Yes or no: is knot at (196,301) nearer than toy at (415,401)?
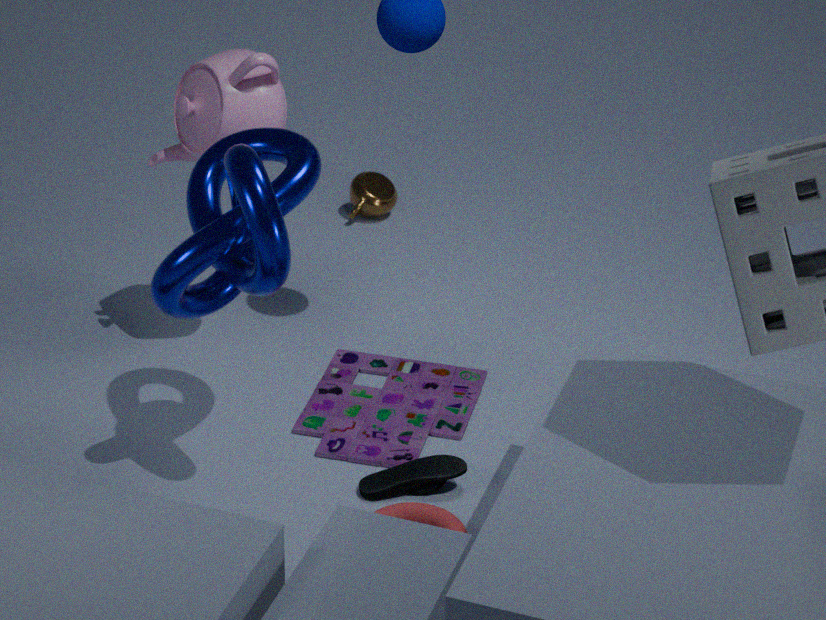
Yes
